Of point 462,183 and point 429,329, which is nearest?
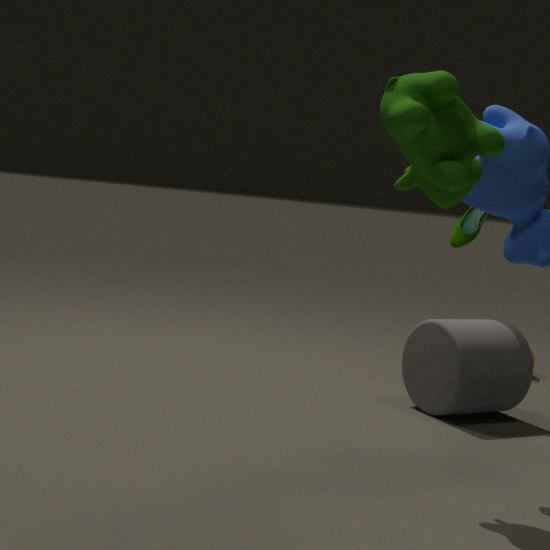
point 462,183
